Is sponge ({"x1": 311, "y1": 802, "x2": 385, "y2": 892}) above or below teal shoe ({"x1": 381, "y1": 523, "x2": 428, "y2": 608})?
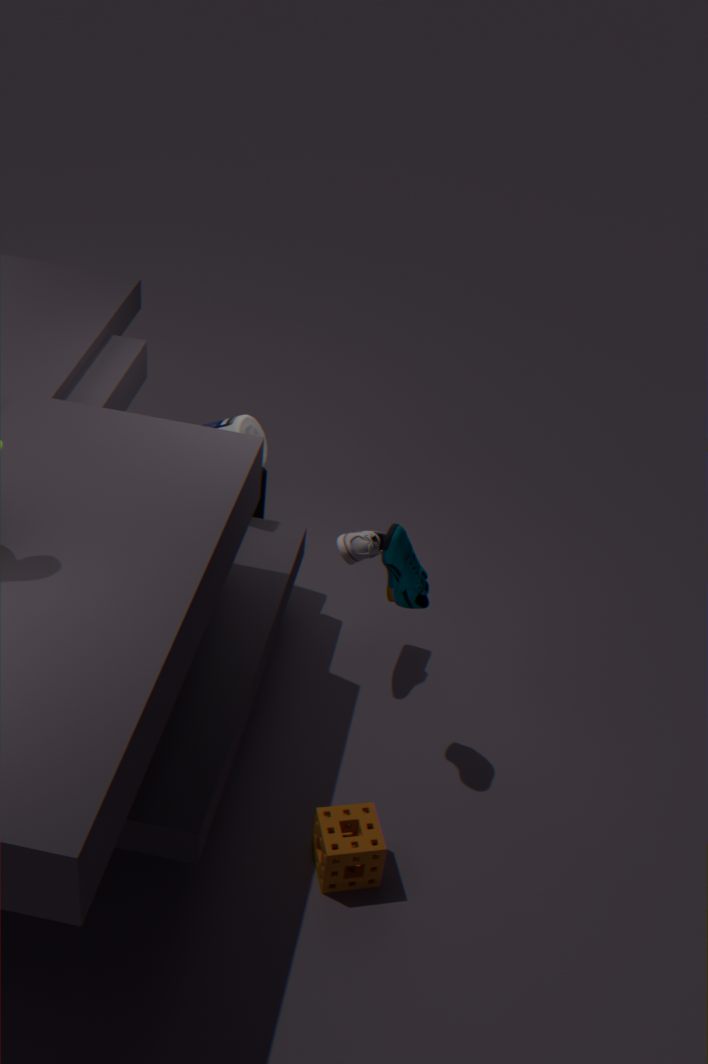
below
